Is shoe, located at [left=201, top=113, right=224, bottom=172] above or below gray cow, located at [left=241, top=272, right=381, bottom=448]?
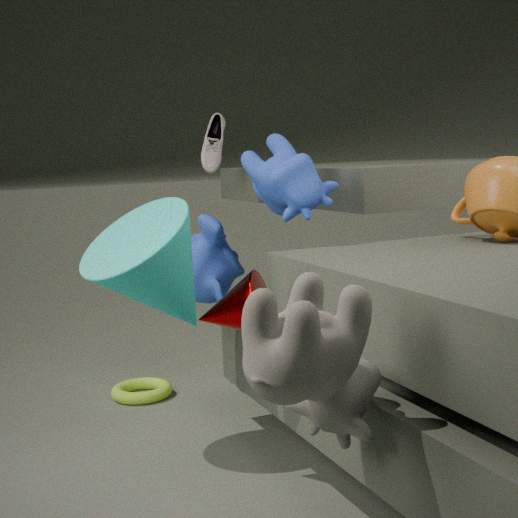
above
